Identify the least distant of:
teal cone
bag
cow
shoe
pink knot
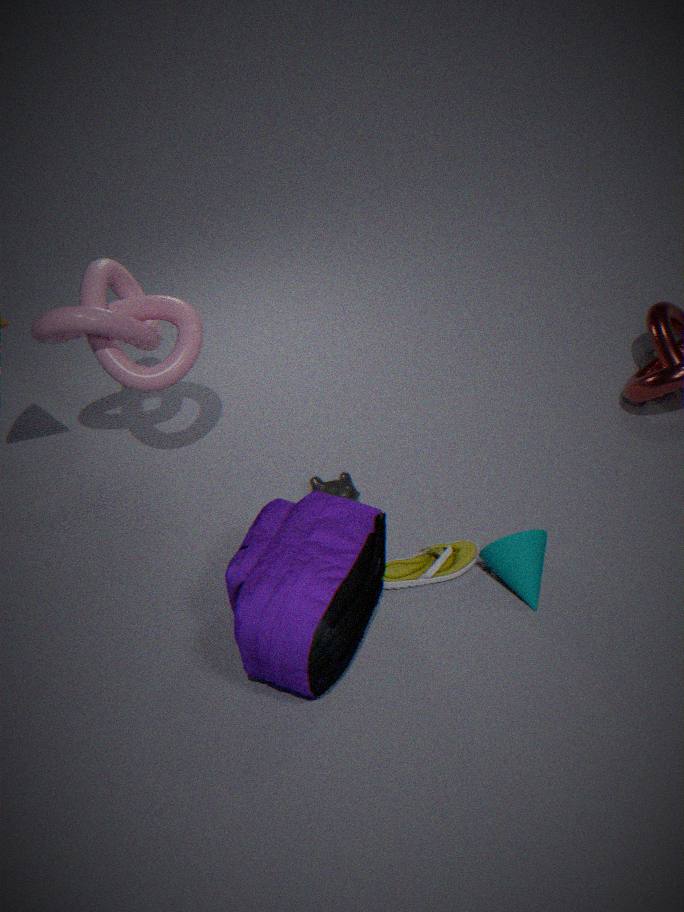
bag
